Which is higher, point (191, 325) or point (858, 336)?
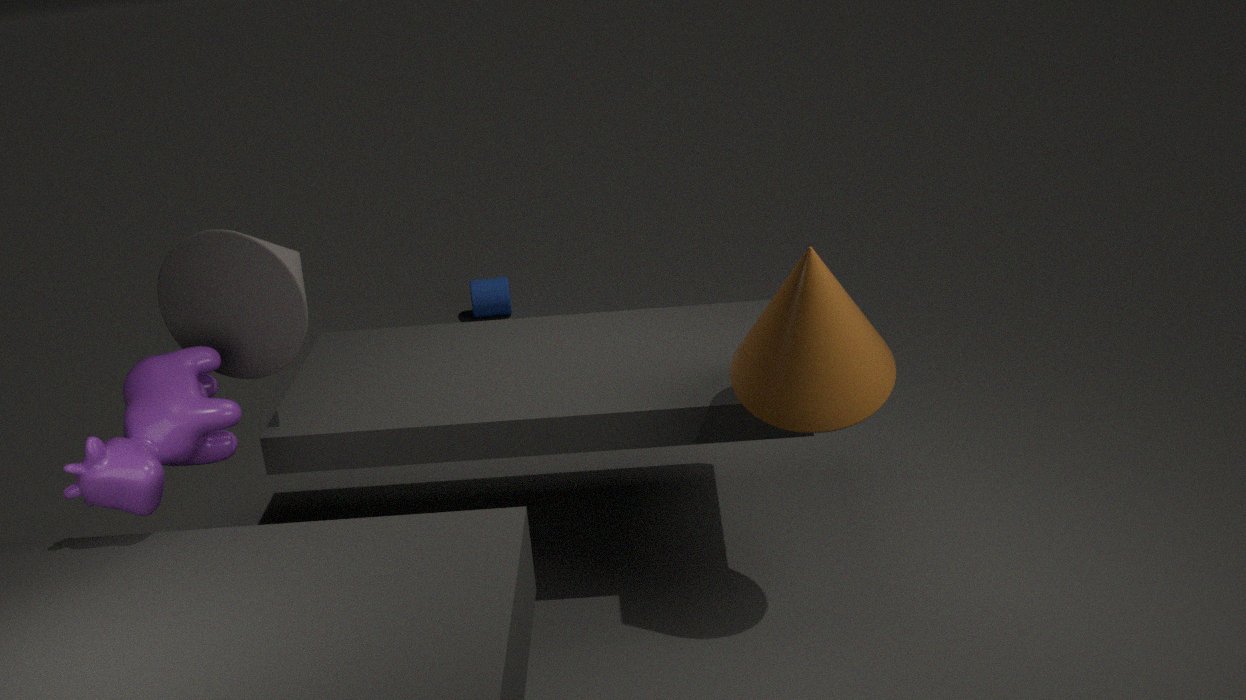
point (191, 325)
